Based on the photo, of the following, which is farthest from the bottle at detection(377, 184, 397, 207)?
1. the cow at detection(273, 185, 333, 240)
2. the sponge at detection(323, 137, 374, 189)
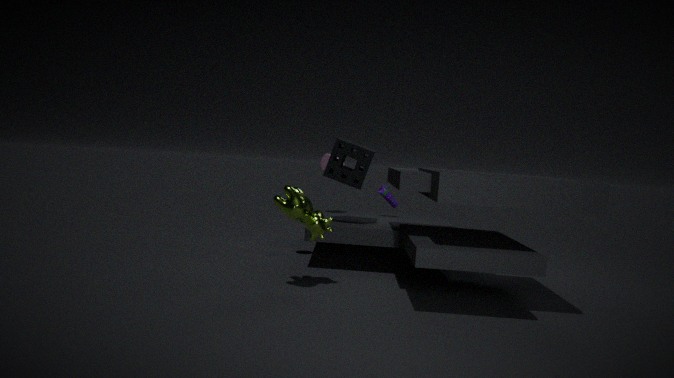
the cow at detection(273, 185, 333, 240)
